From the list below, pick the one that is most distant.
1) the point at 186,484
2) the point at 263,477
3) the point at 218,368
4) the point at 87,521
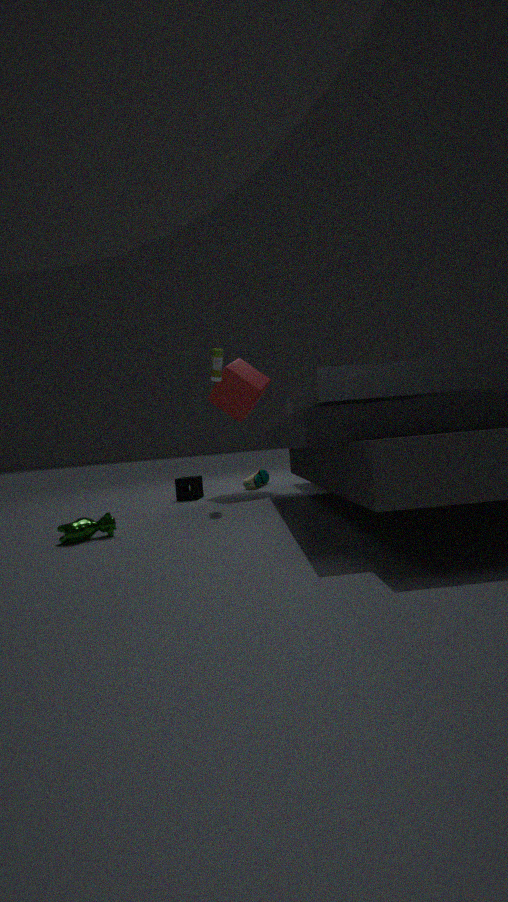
2. the point at 263,477
